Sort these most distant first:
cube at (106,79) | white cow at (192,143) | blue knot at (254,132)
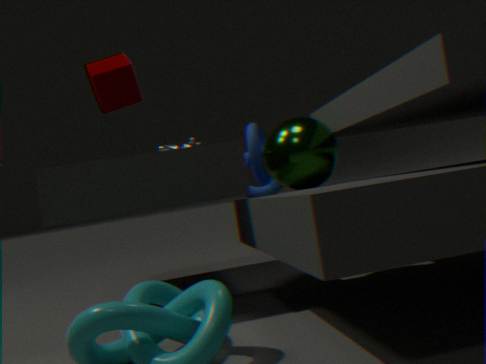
1. blue knot at (254,132)
2. white cow at (192,143)
3. cube at (106,79)
